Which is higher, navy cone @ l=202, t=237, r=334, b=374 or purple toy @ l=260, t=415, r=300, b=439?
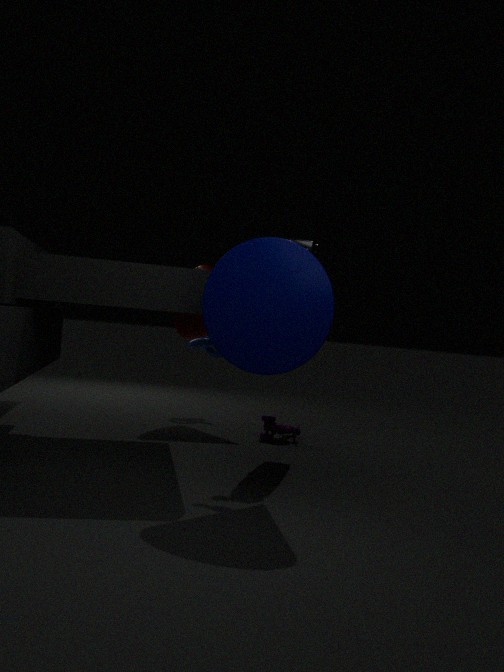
navy cone @ l=202, t=237, r=334, b=374
